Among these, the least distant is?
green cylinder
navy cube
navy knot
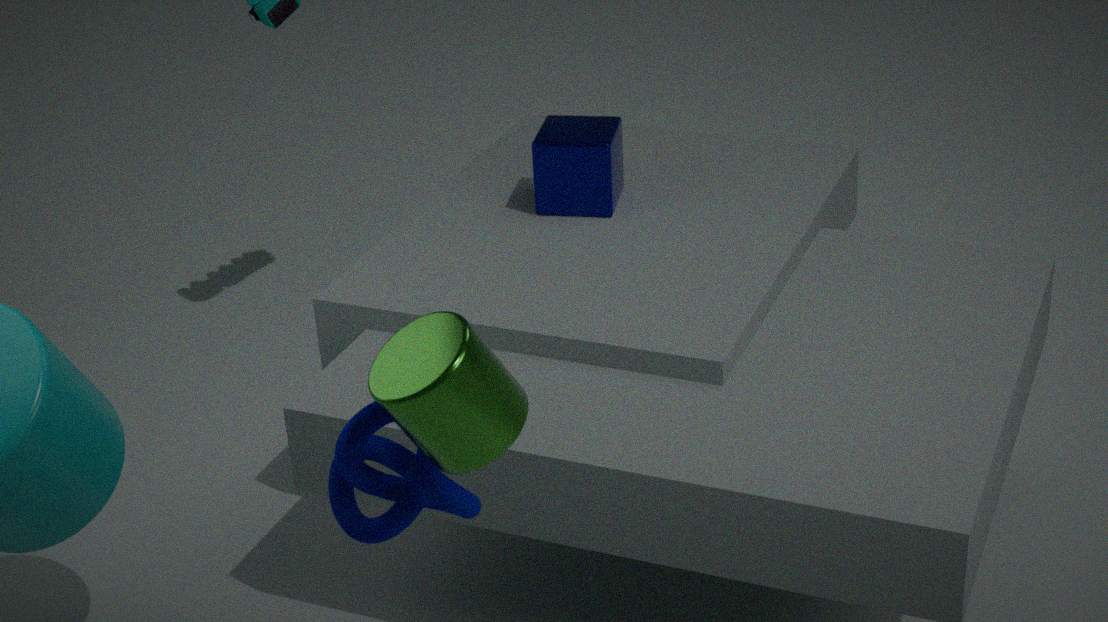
green cylinder
